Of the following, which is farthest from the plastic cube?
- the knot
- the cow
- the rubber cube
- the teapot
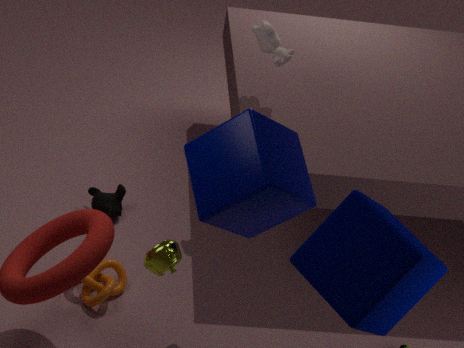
the knot
